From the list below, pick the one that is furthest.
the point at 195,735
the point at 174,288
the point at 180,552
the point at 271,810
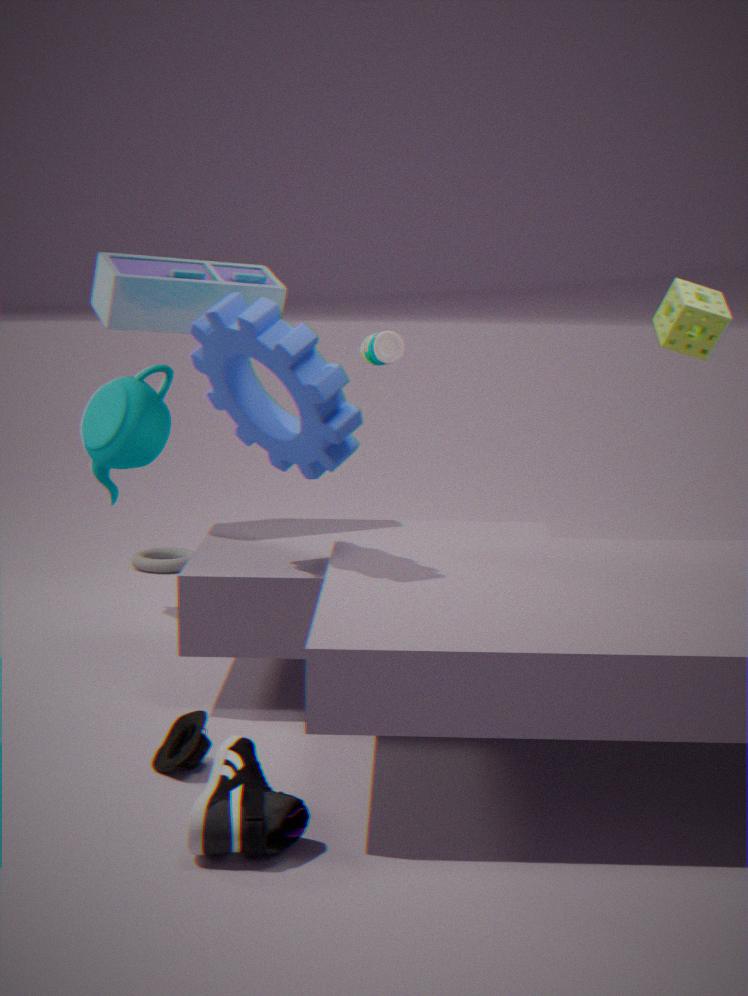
the point at 180,552
